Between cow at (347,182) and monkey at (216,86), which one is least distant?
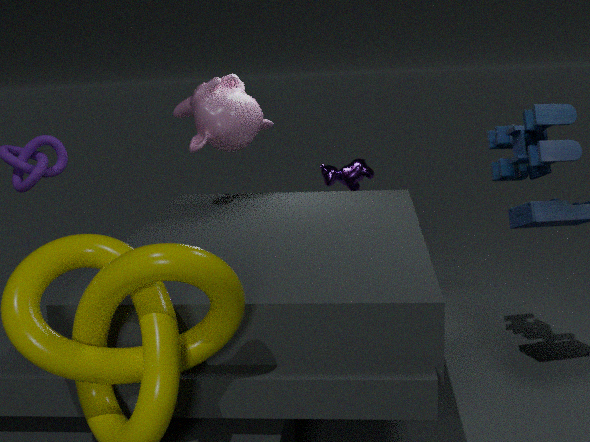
monkey at (216,86)
